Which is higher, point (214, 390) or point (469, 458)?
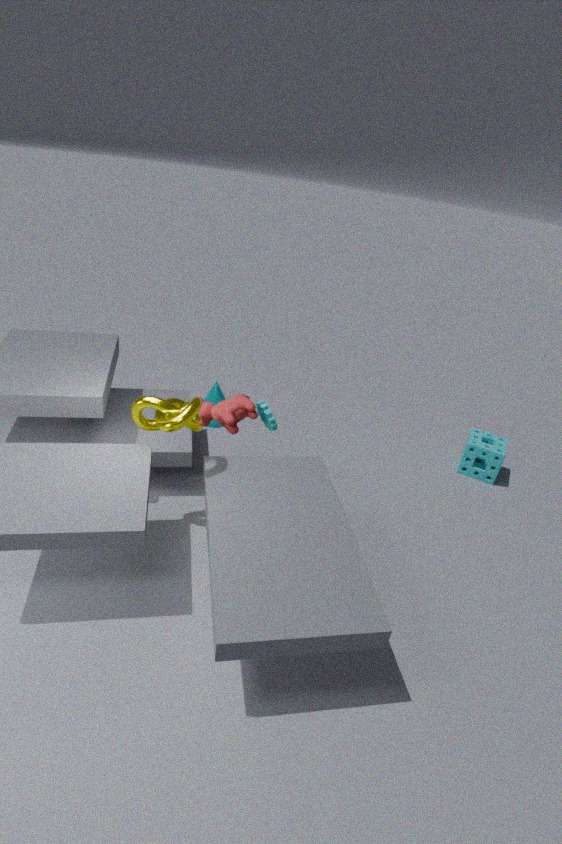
point (469, 458)
